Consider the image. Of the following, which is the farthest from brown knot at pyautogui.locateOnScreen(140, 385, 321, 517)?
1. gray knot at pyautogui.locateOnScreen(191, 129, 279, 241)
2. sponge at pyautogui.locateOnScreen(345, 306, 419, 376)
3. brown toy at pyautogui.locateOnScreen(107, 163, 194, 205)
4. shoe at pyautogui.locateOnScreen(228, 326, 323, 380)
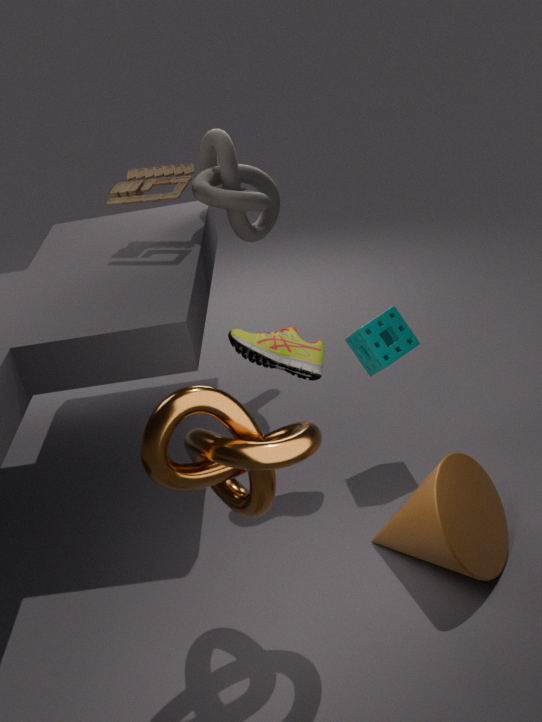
gray knot at pyautogui.locateOnScreen(191, 129, 279, 241)
